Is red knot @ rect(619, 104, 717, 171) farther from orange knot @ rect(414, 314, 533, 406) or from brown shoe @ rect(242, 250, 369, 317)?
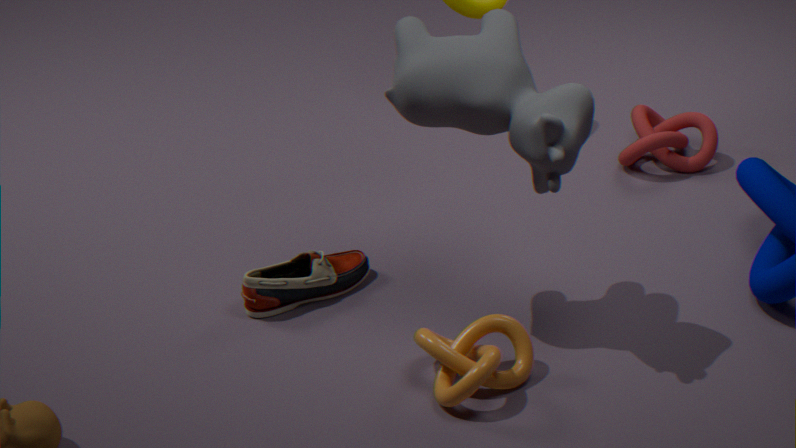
orange knot @ rect(414, 314, 533, 406)
